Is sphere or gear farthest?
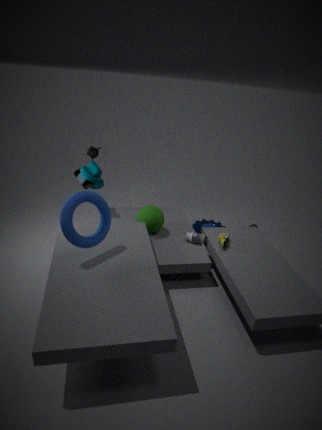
gear
